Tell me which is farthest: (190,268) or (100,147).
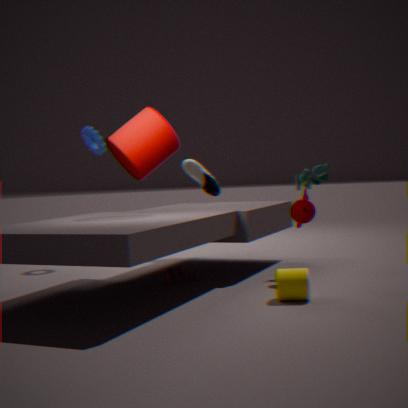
(100,147)
